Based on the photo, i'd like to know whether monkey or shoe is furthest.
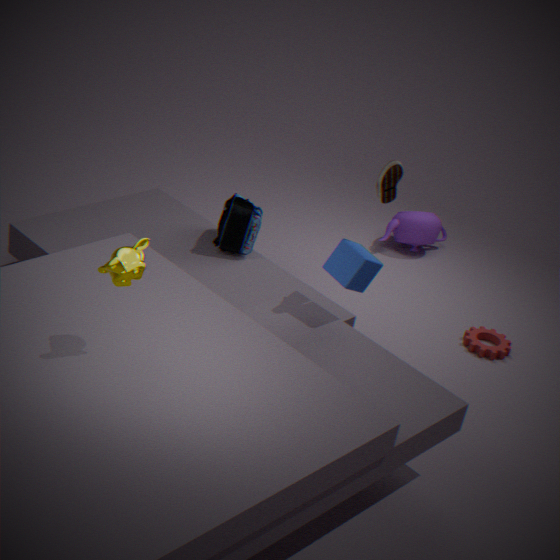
shoe
